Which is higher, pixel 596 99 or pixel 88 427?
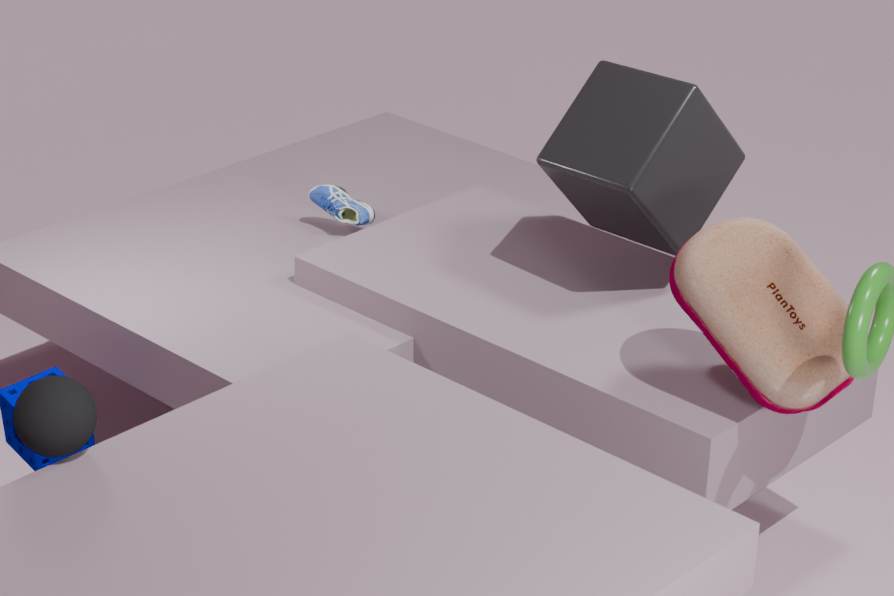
pixel 596 99
